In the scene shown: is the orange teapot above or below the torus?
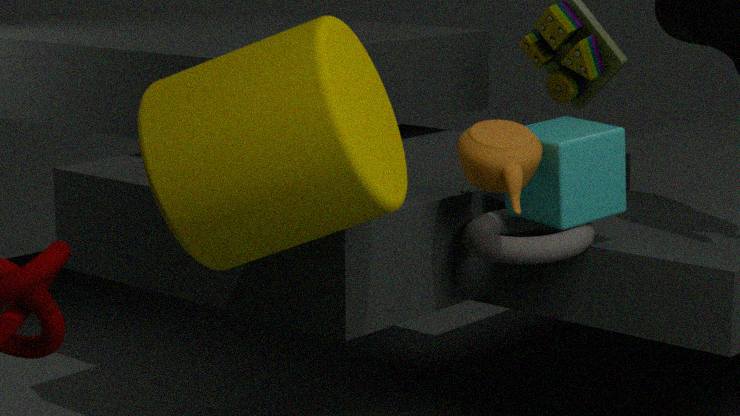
above
